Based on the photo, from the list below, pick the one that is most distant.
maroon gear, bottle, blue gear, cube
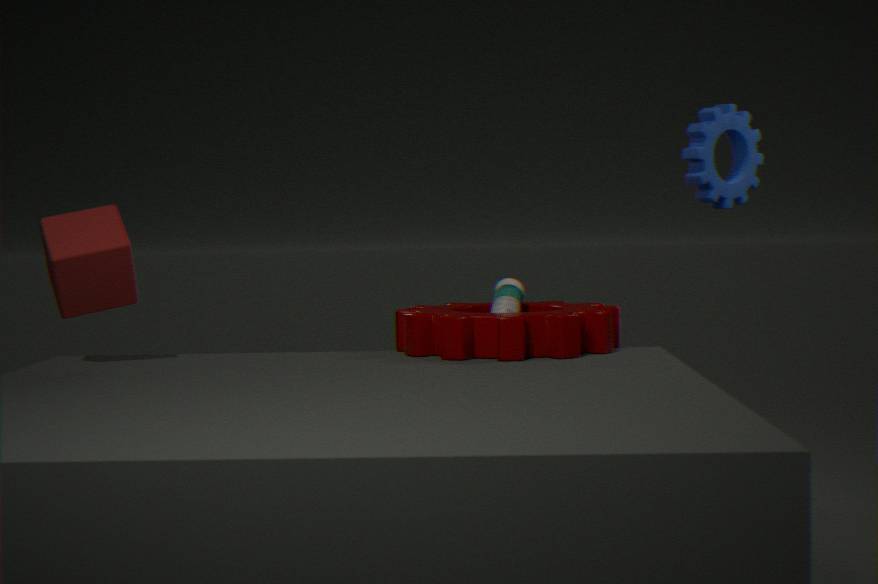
blue gear
